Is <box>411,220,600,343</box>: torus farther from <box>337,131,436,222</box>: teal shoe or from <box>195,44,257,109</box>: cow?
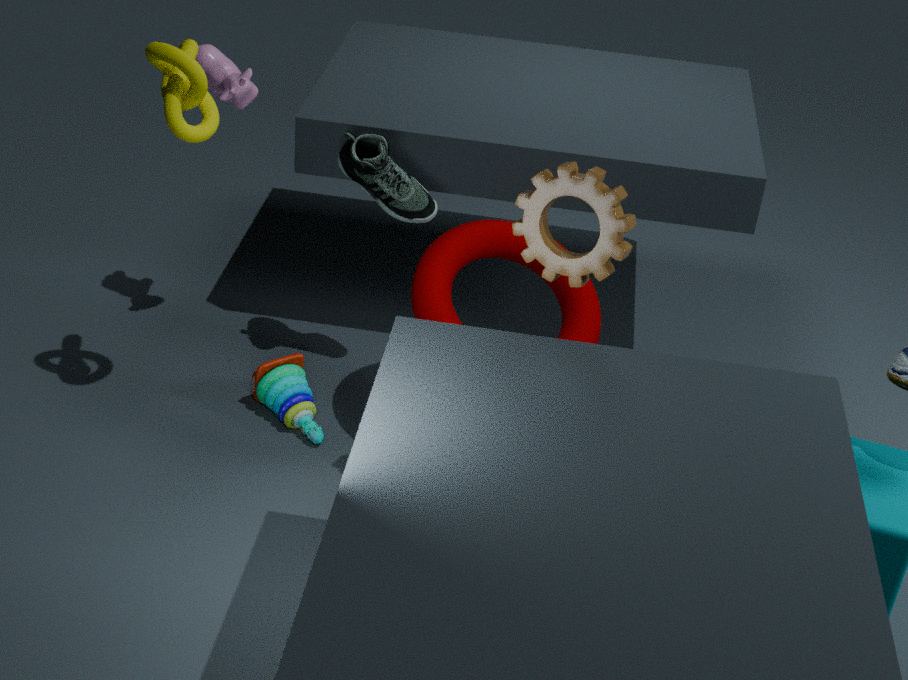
<box>195,44,257,109</box>: cow
